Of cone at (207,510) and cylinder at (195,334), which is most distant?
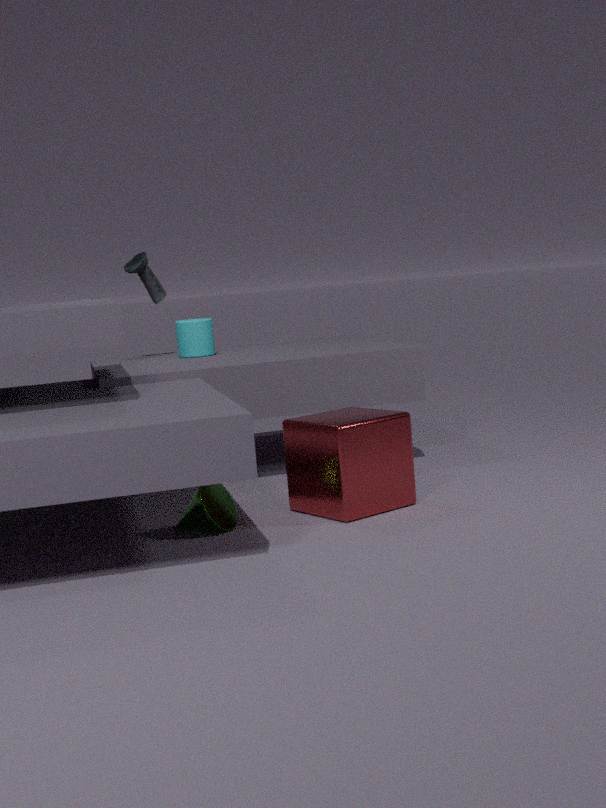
cylinder at (195,334)
